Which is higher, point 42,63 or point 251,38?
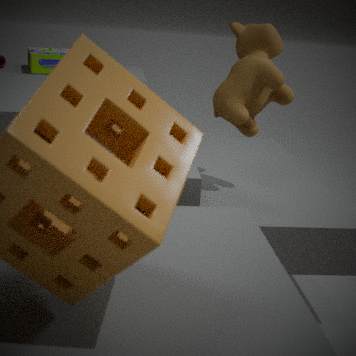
point 251,38
